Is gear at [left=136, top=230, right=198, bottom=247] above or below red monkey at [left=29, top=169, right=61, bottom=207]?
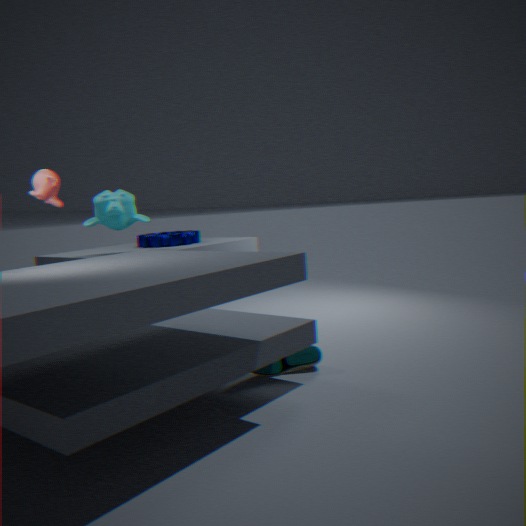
below
